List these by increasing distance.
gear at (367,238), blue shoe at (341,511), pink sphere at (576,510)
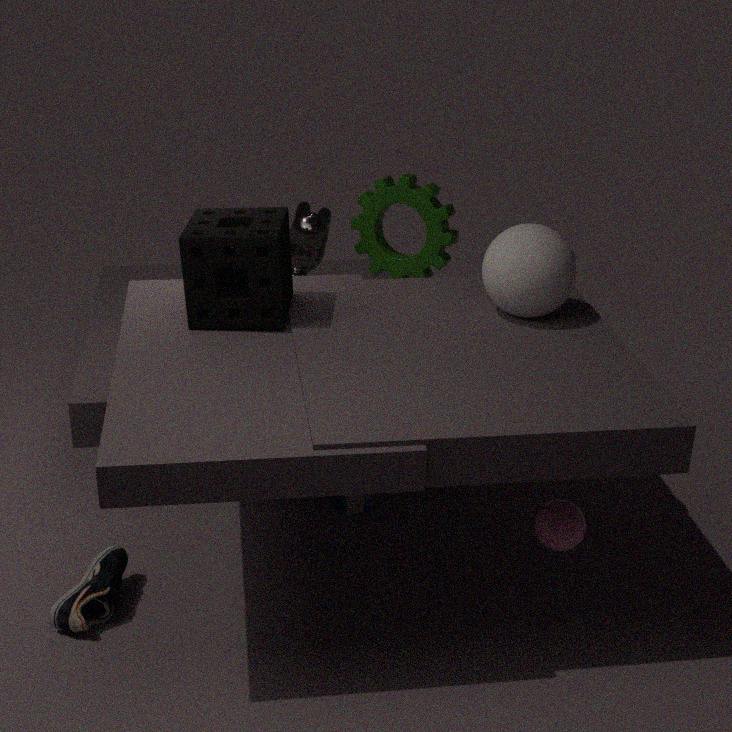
1. pink sphere at (576,510)
2. blue shoe at (341,511)
3. gear at (367,238)
